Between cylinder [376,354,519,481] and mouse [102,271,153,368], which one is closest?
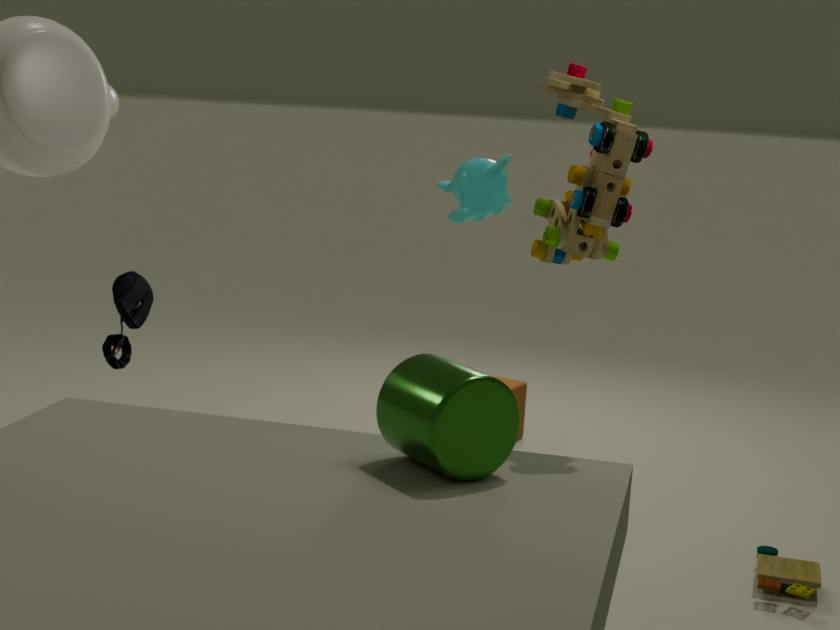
cylinder [376,354,519,481]
